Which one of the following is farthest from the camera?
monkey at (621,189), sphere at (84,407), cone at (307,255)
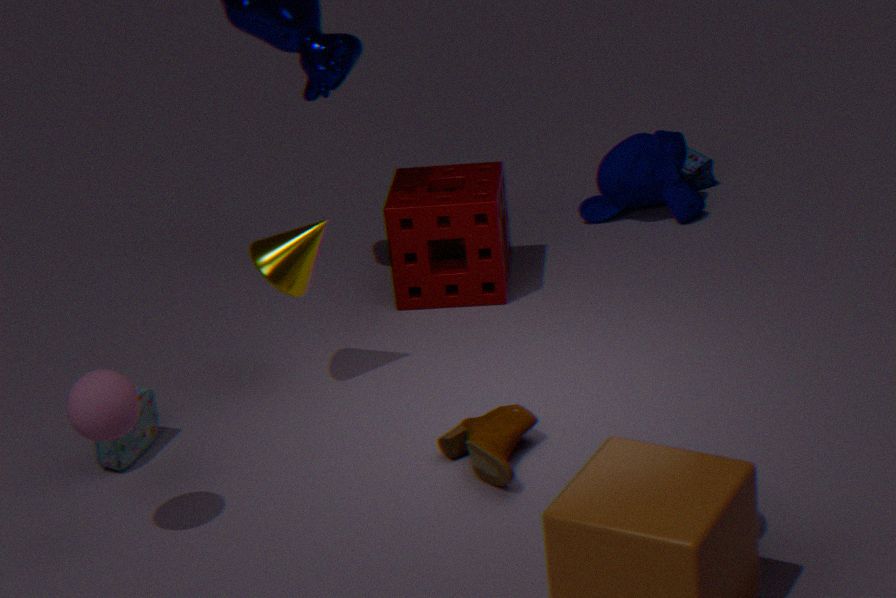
monkey at (621,189)
